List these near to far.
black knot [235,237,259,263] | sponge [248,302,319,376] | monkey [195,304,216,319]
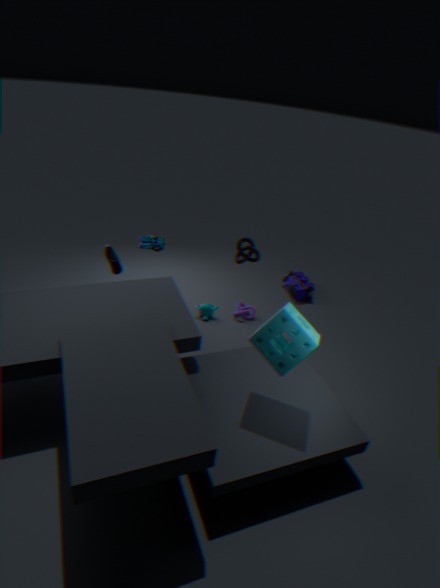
sponge [248,302,319,376] < black knot [235,237,259,263] < monkey [195,304,216,319]
